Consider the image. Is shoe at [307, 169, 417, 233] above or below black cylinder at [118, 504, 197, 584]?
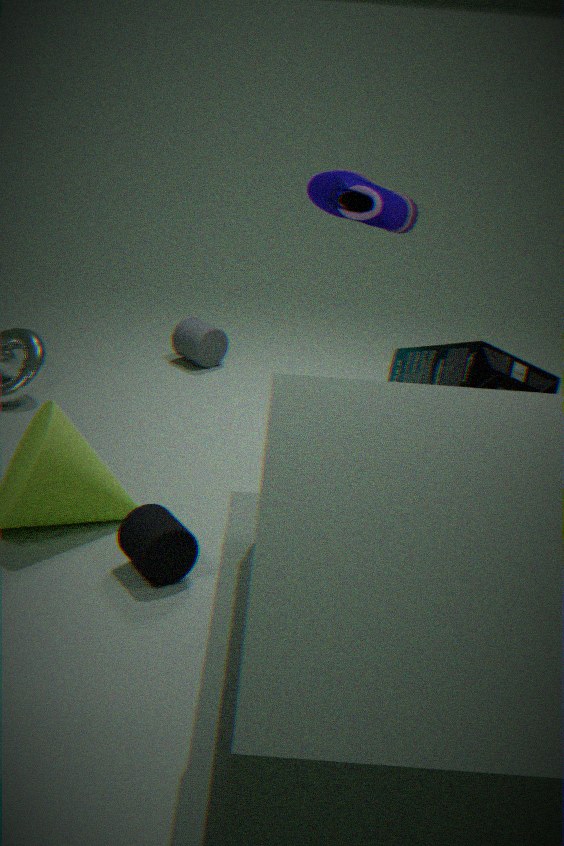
above
